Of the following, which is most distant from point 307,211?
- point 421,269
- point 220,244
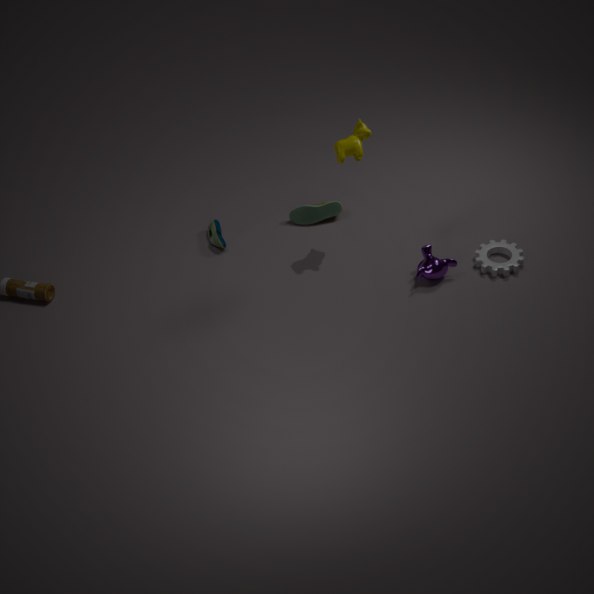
point 421,269
